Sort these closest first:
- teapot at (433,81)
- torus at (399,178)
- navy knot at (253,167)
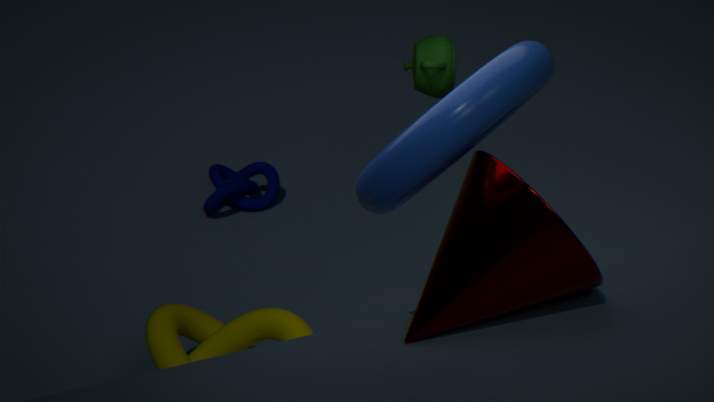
torus at (399,178)
teapot at (433,81)
navy knot at (253,167)
